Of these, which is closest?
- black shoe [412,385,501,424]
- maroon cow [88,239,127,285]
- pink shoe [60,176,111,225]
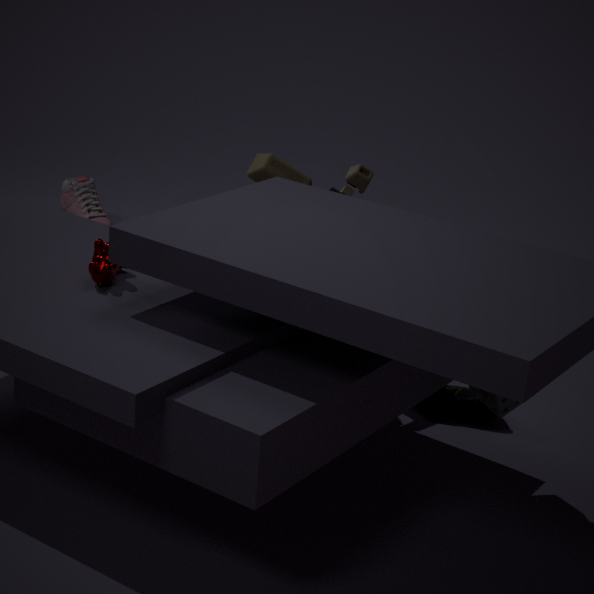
maroon cow [88,239,127,285]
